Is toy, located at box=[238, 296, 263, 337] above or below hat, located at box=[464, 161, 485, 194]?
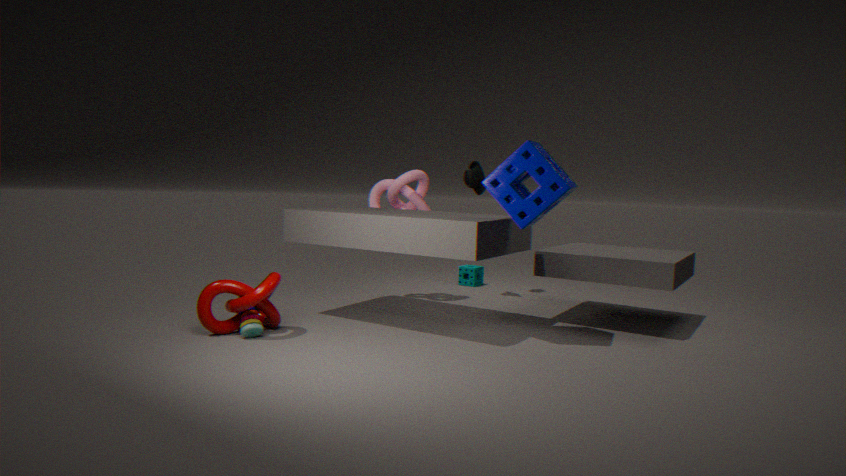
below
